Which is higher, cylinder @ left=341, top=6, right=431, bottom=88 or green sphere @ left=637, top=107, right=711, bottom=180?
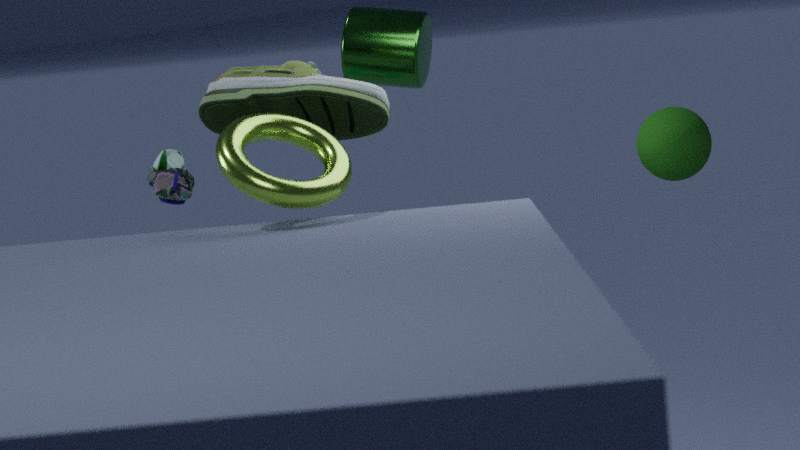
cylinder @ left=341, top=6, right=431, bottom=88
